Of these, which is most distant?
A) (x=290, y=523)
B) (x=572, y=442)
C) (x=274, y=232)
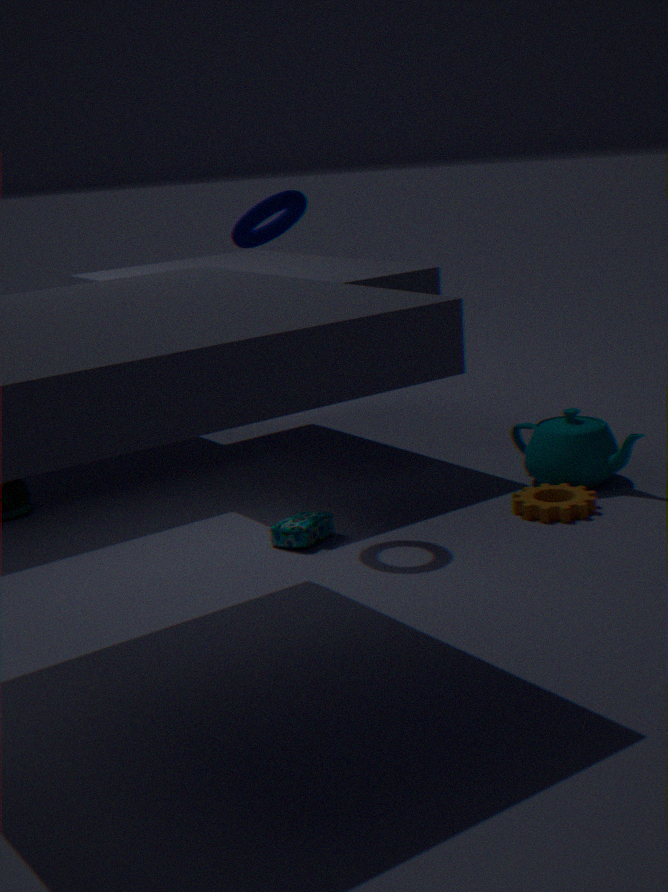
(x=572, y=442)
